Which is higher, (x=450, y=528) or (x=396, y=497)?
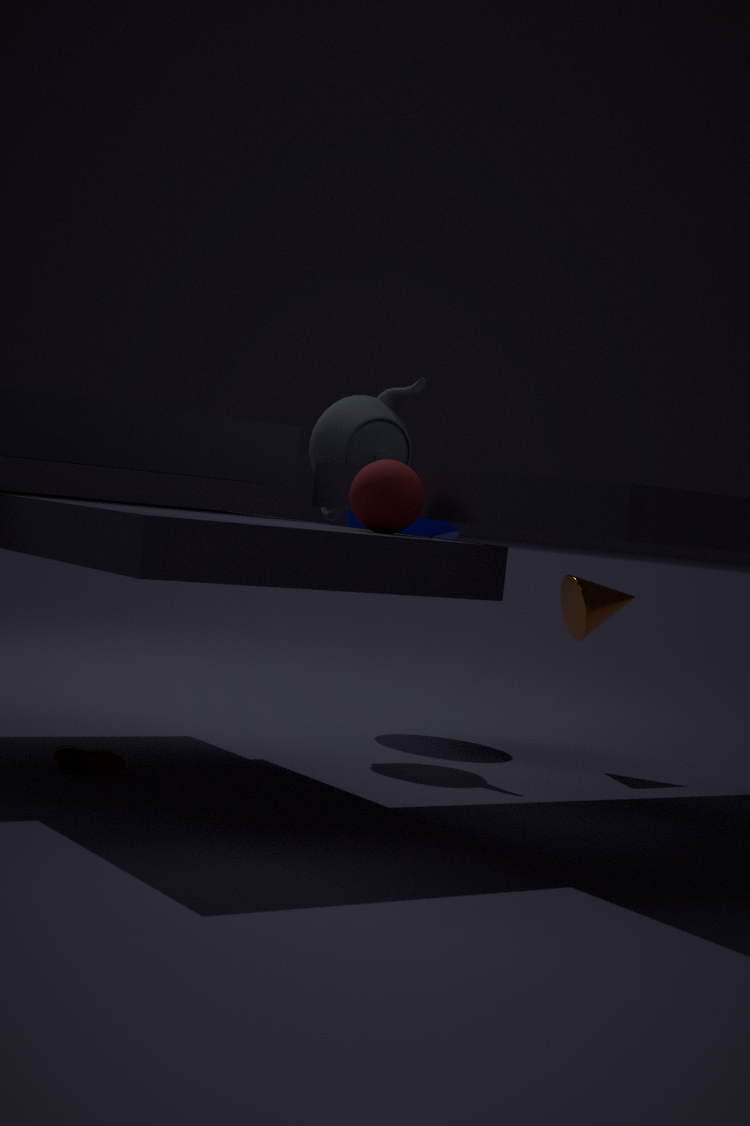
(x=396, y=497)
